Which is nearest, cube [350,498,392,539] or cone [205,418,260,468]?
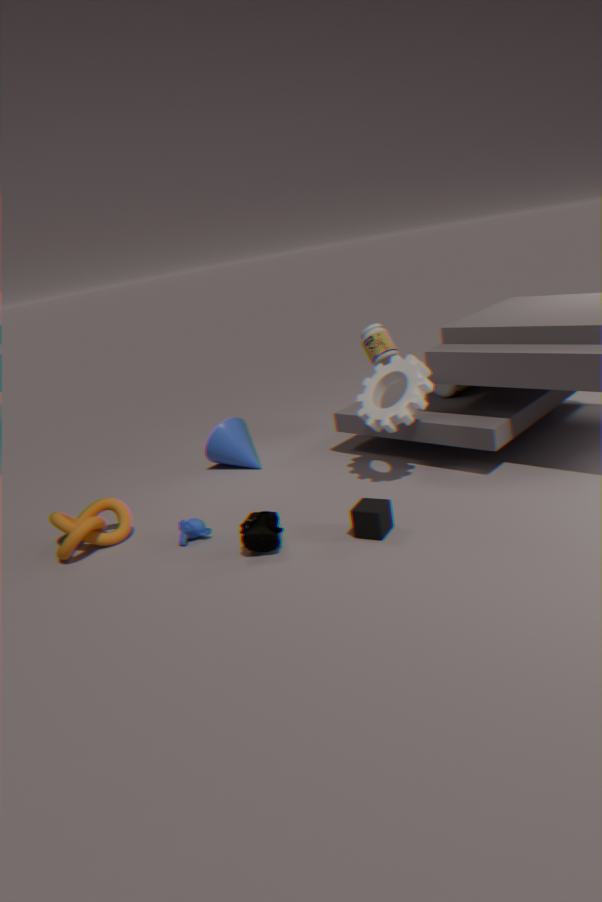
cube [350,498,392,539]
